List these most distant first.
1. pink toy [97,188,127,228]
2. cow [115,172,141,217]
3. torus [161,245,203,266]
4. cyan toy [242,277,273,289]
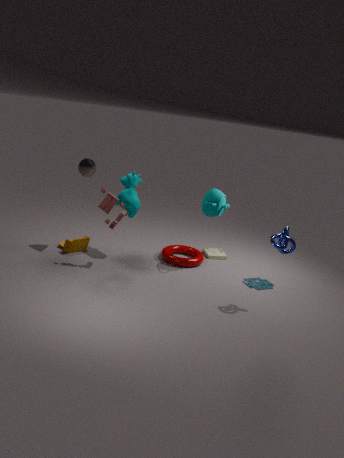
torus [161,245,203,266] < cow [115,172,141,217] < cyan toy [242,277,273,289] < pink toy [97,188,127,228]
